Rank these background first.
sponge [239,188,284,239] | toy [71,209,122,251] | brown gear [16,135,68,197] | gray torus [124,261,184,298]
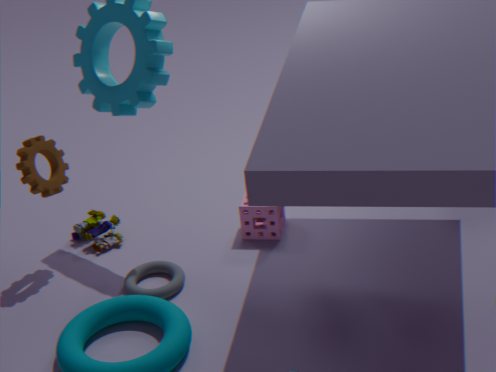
toy [71,209,122,251] < sponge [239,188,284,239] < brown gear [16,135,68,197] < gray torus [124,261,184,298]
